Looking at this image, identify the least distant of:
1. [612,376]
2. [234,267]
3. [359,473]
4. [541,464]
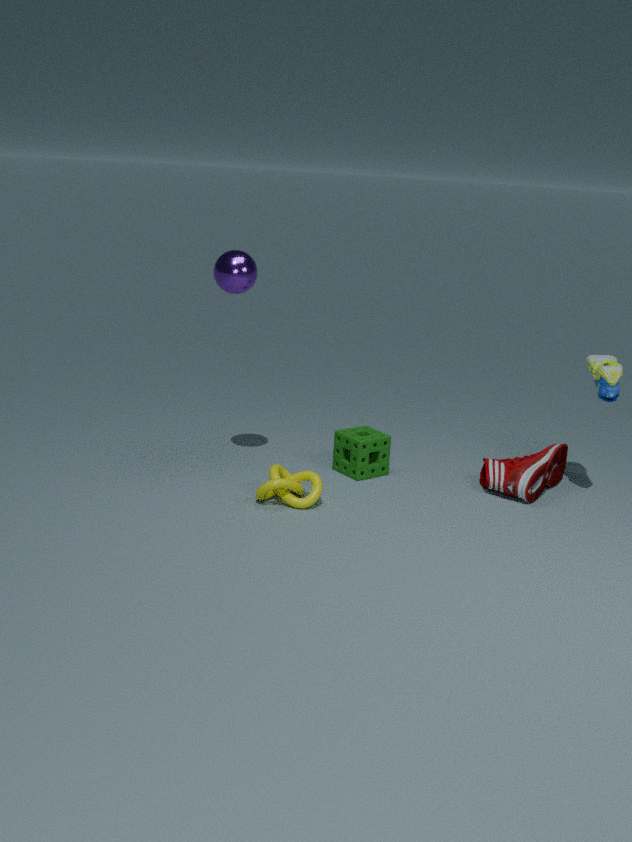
[612,376]
